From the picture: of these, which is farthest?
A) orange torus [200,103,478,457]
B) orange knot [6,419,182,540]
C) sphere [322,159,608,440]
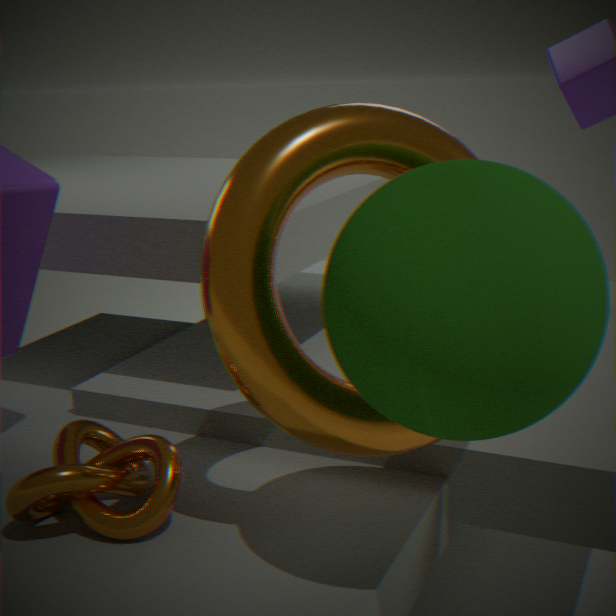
orange knot [6,419,182,540]
